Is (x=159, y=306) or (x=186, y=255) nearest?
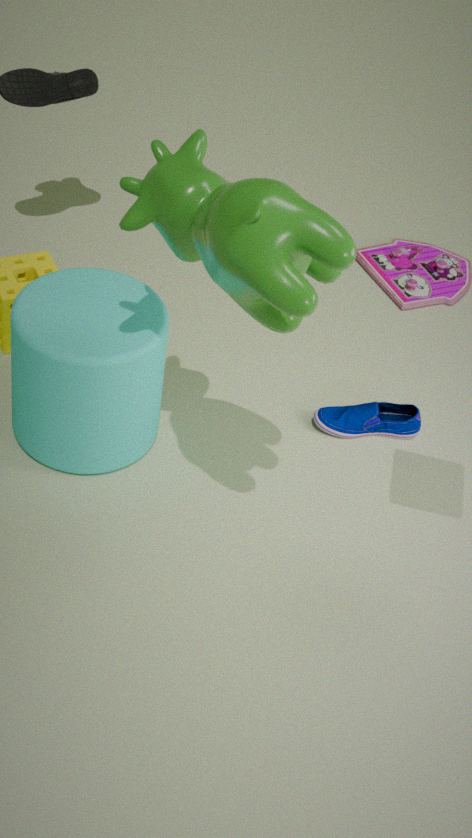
(x=186, y=255)
